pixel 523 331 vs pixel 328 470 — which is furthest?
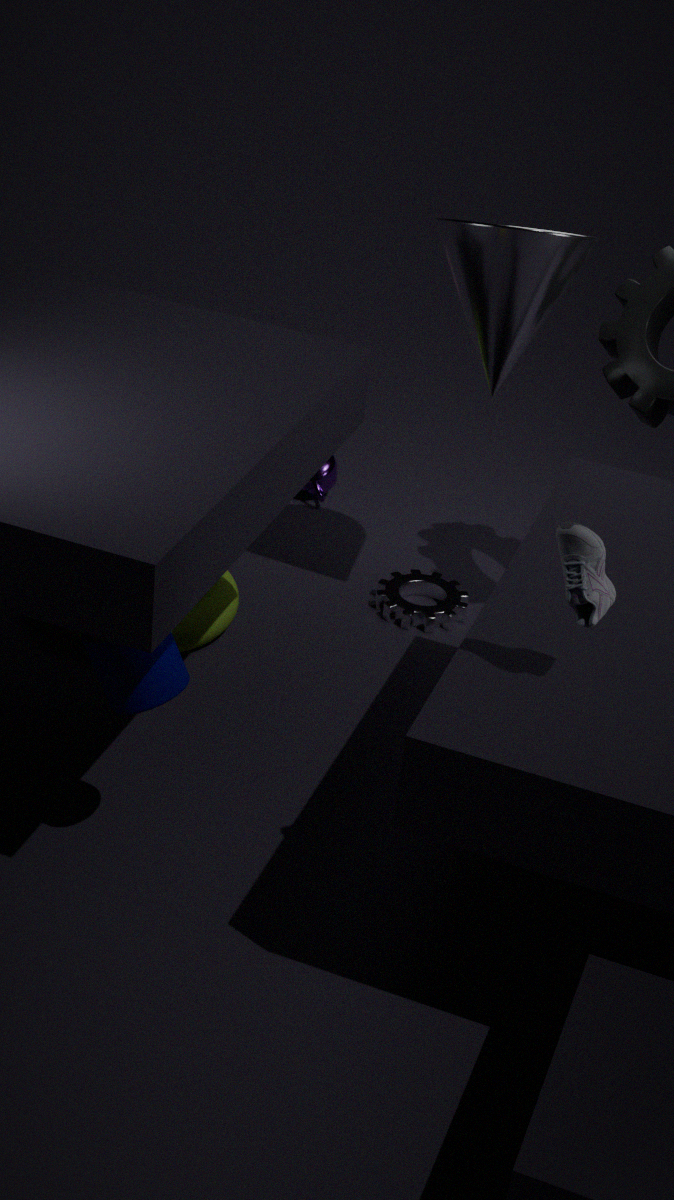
pixel 328 470
